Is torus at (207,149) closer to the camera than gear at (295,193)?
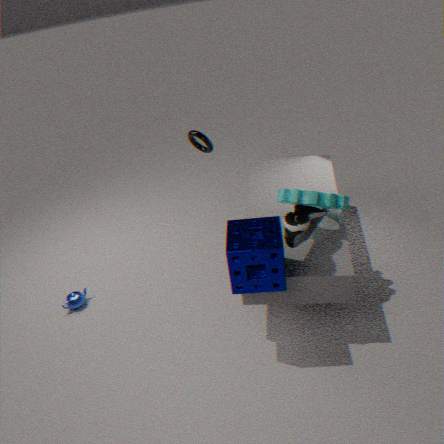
No
